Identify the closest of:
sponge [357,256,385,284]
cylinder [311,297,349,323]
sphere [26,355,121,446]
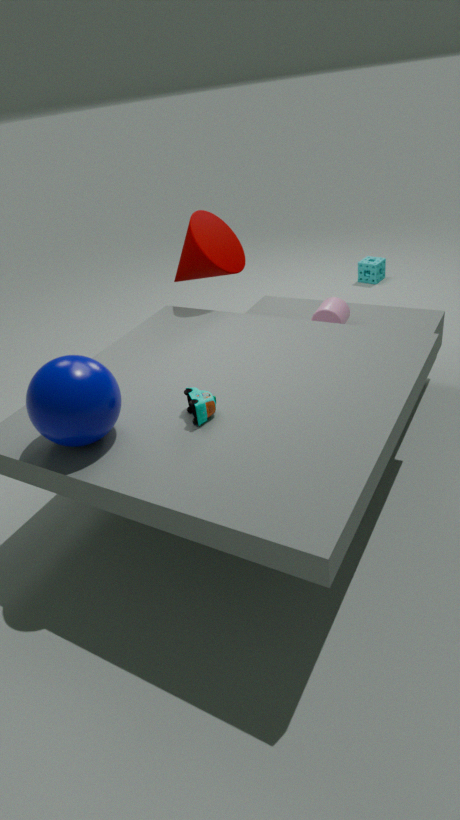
sphere [26,355,121,446]
